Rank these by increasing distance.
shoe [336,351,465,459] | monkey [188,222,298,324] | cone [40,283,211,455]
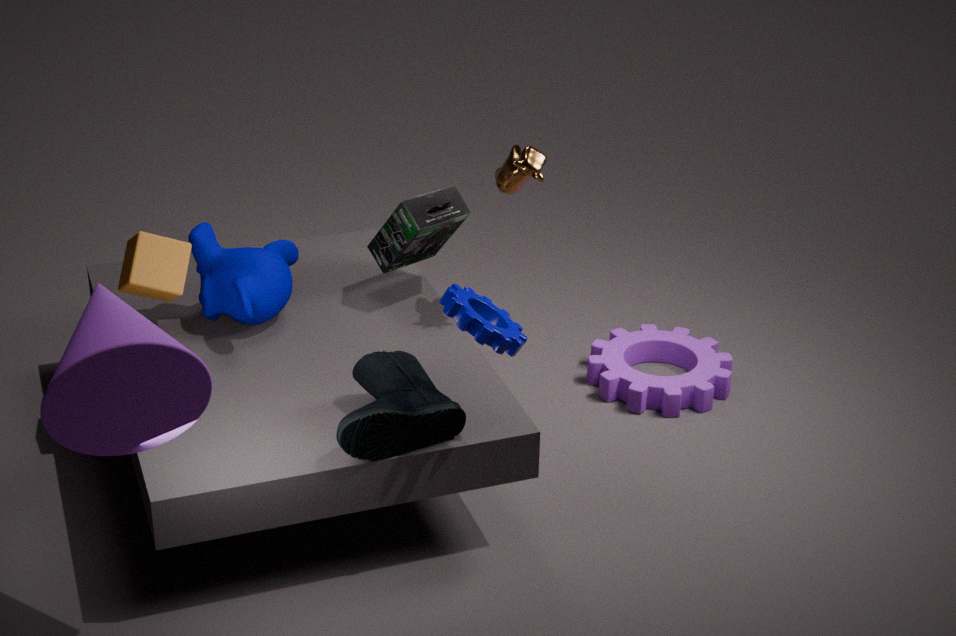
cone [40,283,211,455]
shoe [336,351,465,459]
monkey [188,222,298,324]
